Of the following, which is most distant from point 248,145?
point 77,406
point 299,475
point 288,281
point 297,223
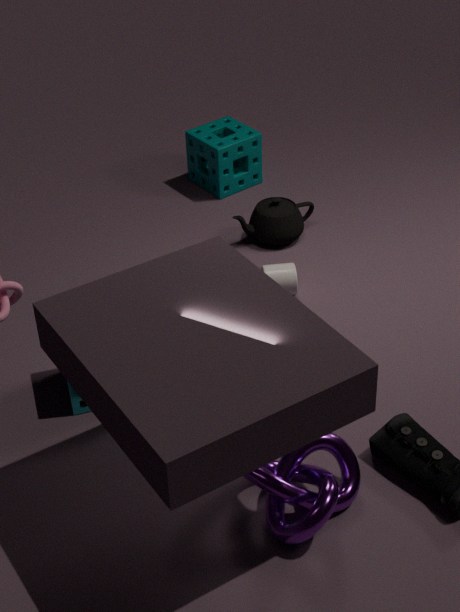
point 299,475
